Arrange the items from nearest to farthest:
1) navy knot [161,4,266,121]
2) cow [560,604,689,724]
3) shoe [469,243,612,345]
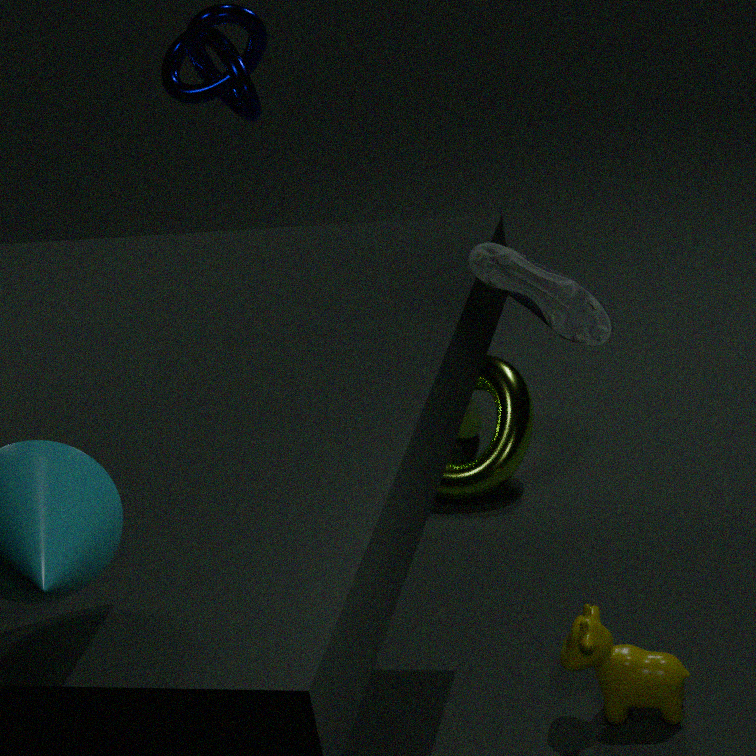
3. shoe [469,243,612,345], 2. cow [560,604,689,724], 1. navy knot [161,4,266,121]
